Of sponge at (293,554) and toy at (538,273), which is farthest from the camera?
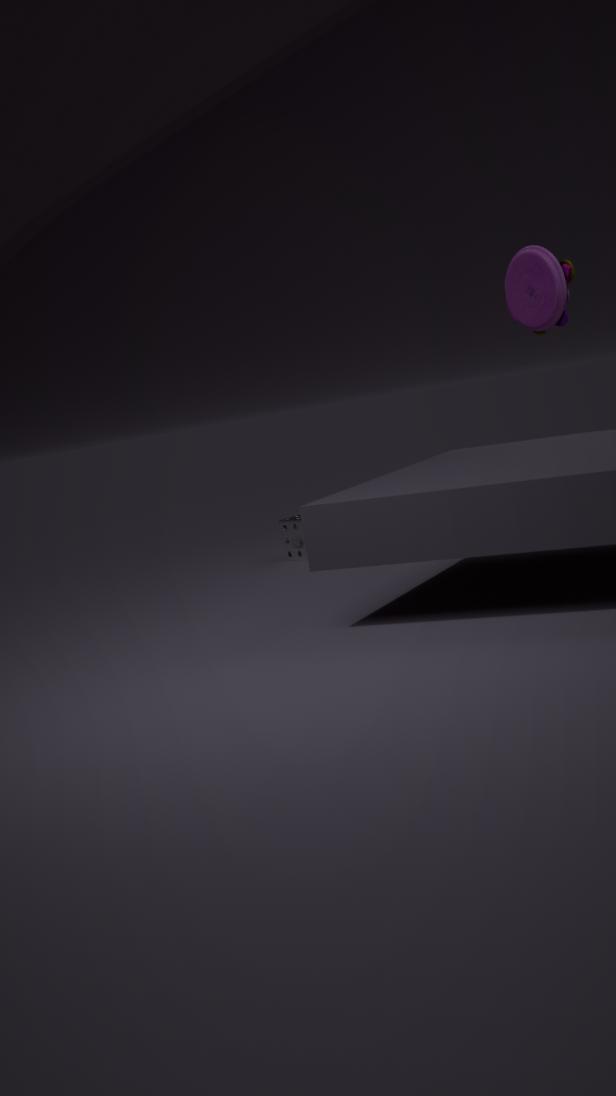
sponge at (293,554)
